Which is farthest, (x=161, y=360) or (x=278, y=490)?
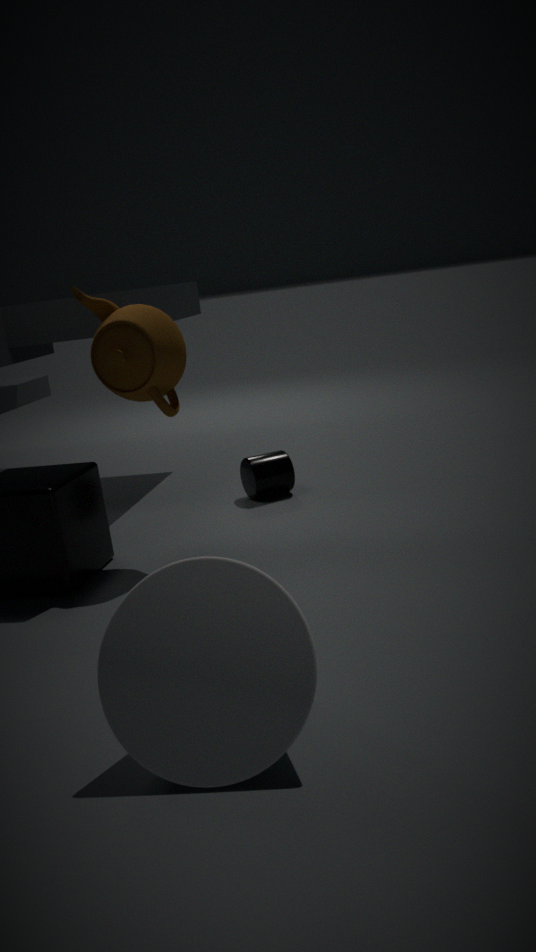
(x=278, y=490)
